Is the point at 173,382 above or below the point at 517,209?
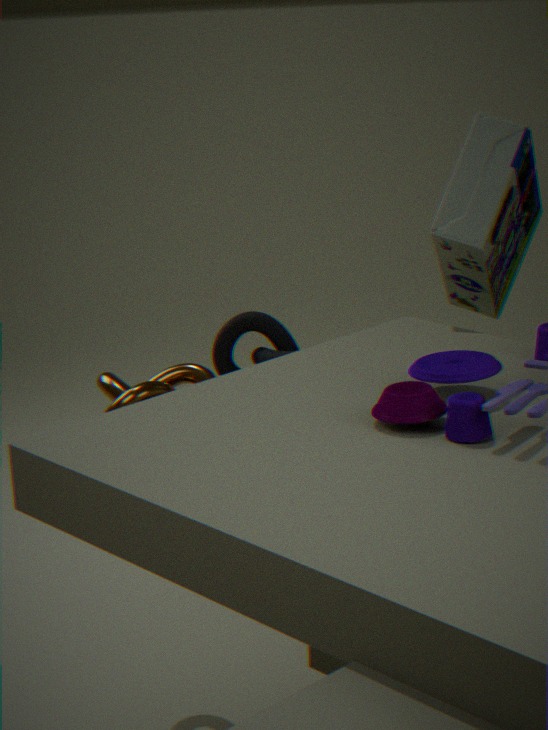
below
